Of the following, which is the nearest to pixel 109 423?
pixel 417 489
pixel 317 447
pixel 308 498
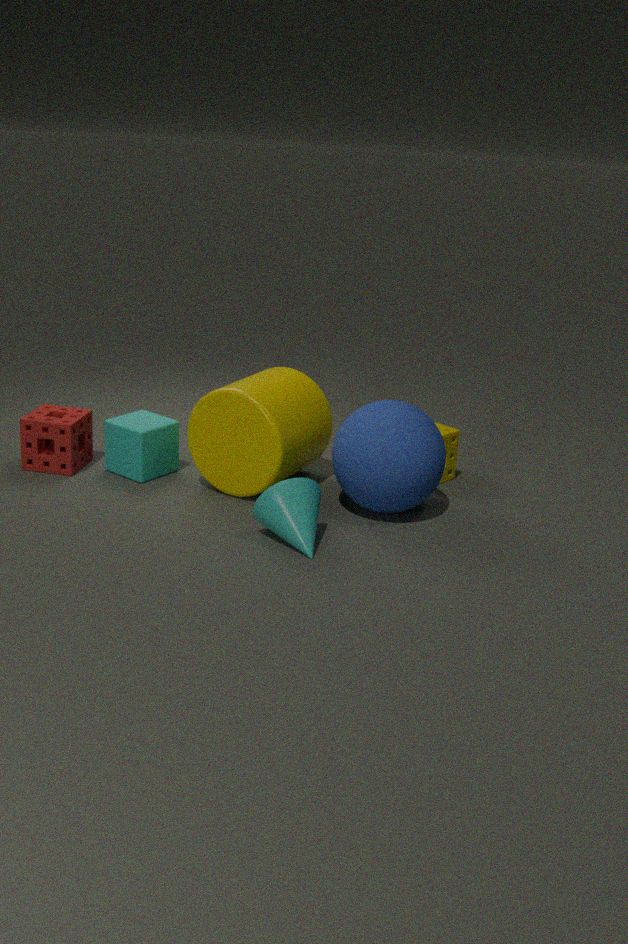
pixel 317 447
